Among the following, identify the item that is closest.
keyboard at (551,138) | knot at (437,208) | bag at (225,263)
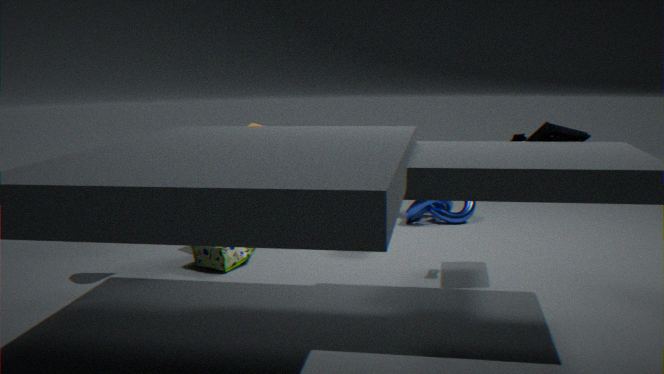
keyboard at (551,138)
